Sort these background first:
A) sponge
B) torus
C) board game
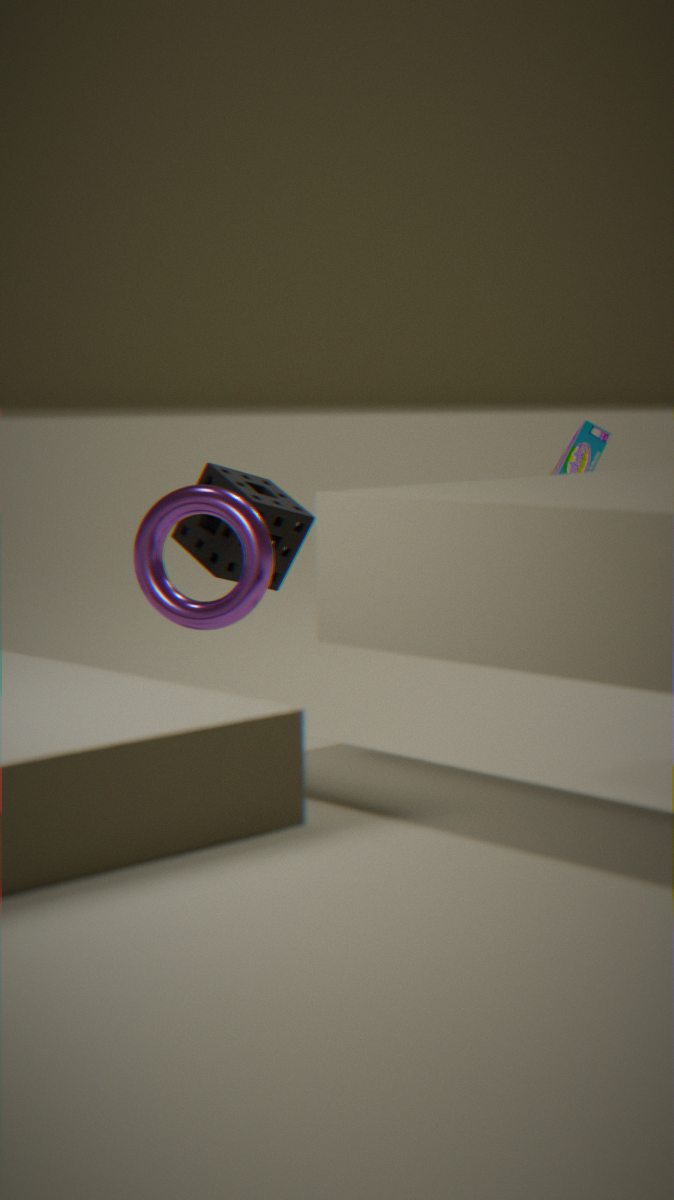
sponge, board game, torus
